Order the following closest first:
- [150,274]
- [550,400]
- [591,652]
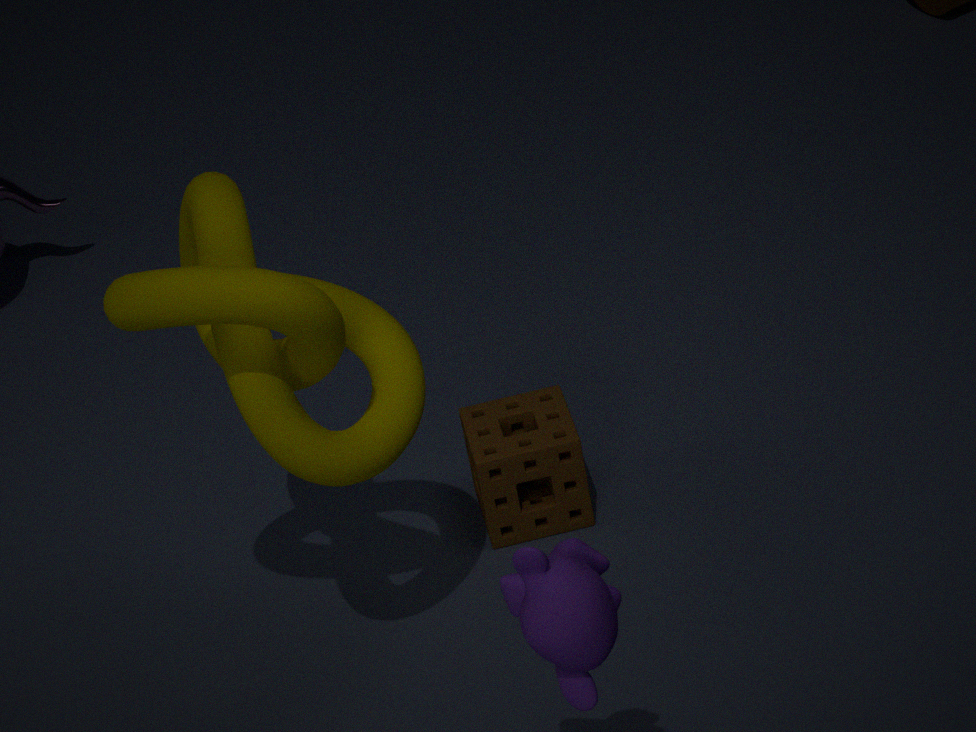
[591,652] < [150,274] < [550,400]
